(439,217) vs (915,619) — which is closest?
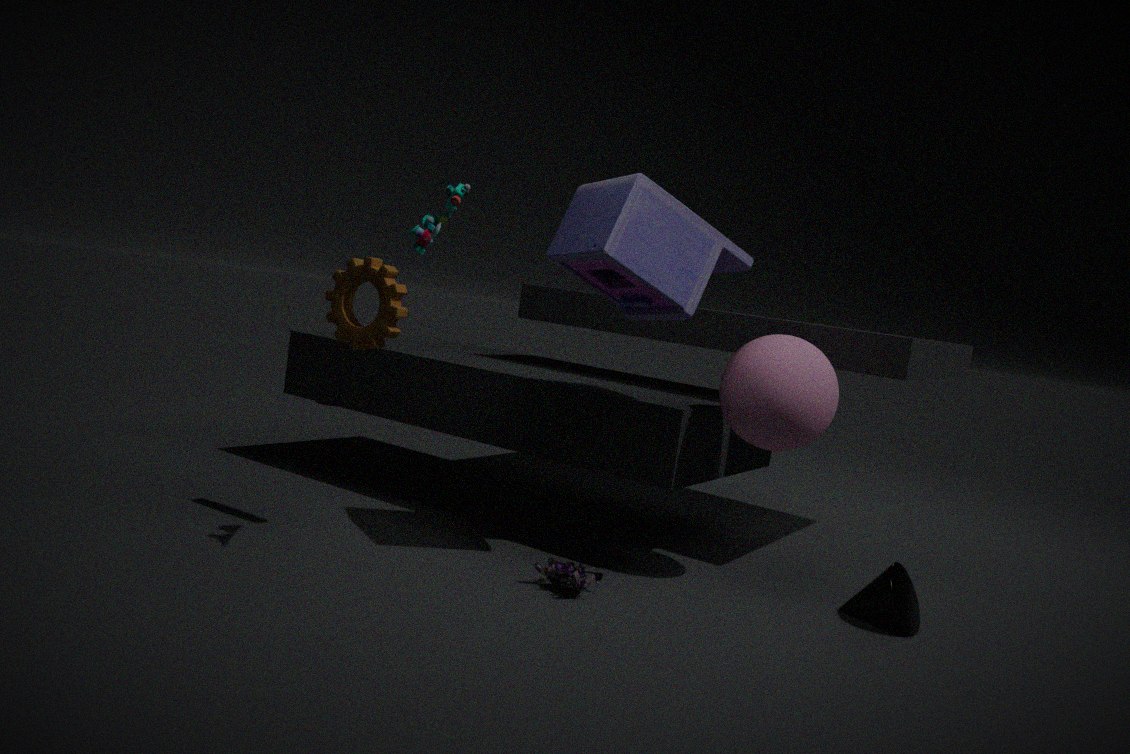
(439,217)
